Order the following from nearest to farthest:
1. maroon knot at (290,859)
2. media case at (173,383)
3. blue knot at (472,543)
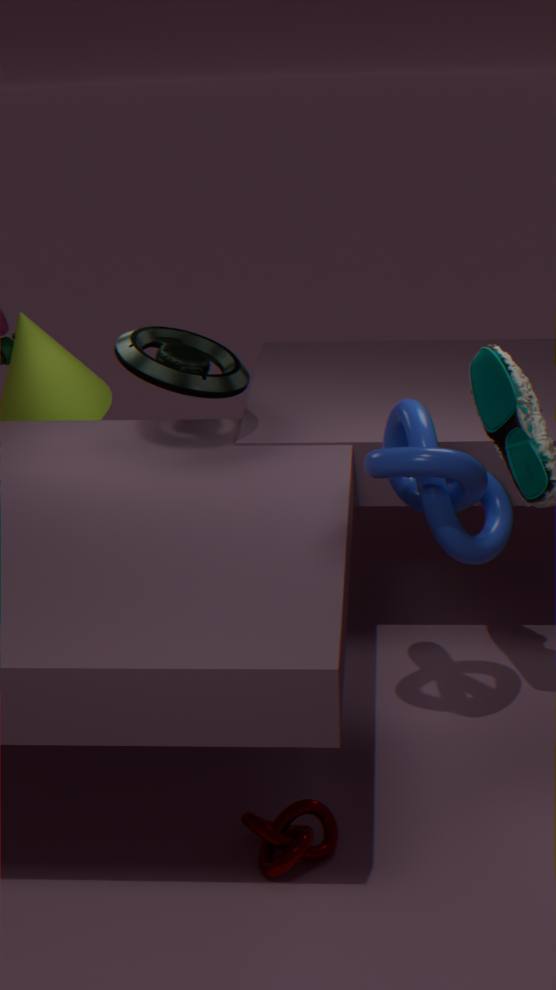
maroon knot at (290,859) → blue knot at (472,543) → media case at (173,383)
